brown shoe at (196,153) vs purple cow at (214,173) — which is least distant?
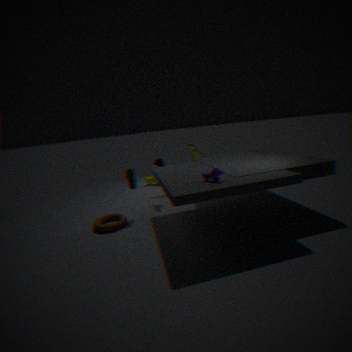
purple cow at (214,173)
